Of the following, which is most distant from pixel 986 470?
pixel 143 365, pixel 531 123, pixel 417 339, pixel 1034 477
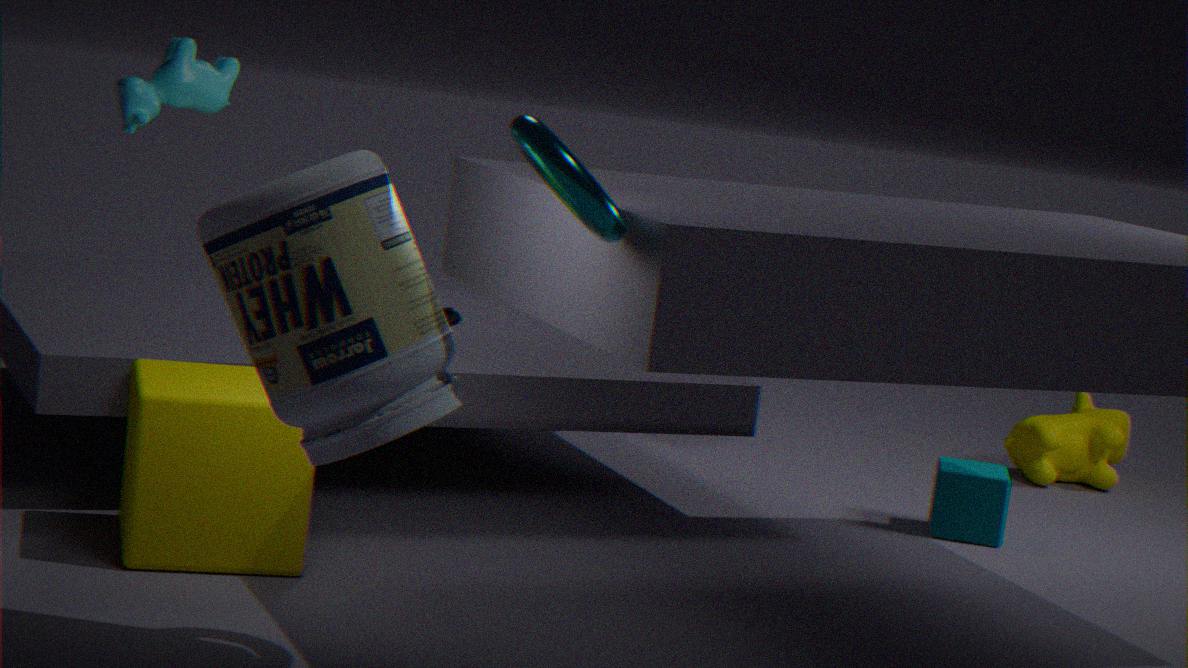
pixel 417 339
